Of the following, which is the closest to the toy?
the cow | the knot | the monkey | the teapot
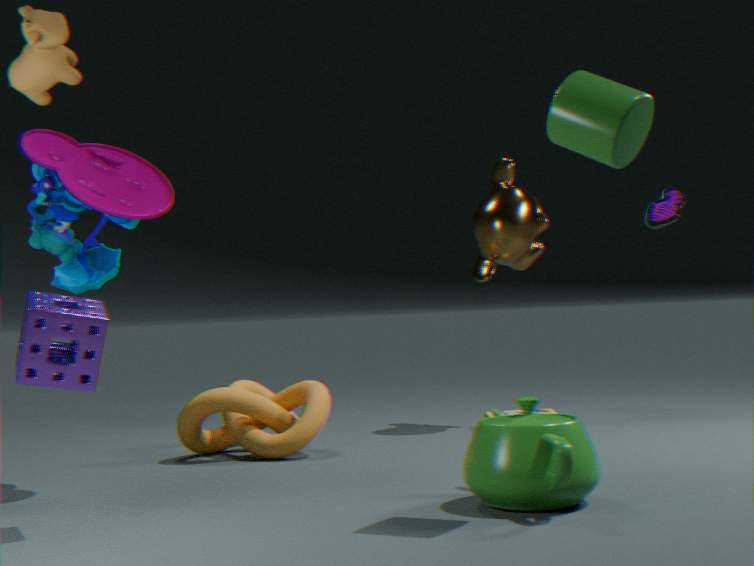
the cow
